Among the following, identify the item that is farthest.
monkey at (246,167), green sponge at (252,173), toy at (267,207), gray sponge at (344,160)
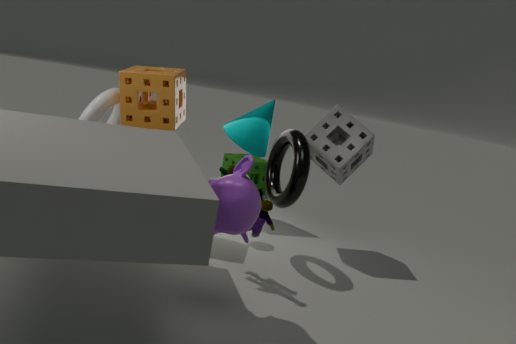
green sponge at (252,173)
